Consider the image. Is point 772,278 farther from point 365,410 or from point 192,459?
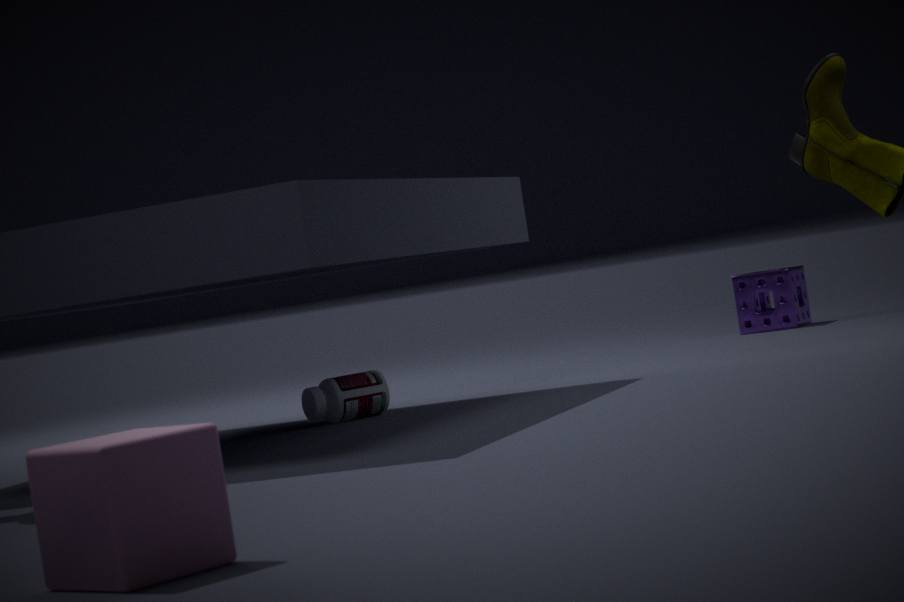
point 192,459
